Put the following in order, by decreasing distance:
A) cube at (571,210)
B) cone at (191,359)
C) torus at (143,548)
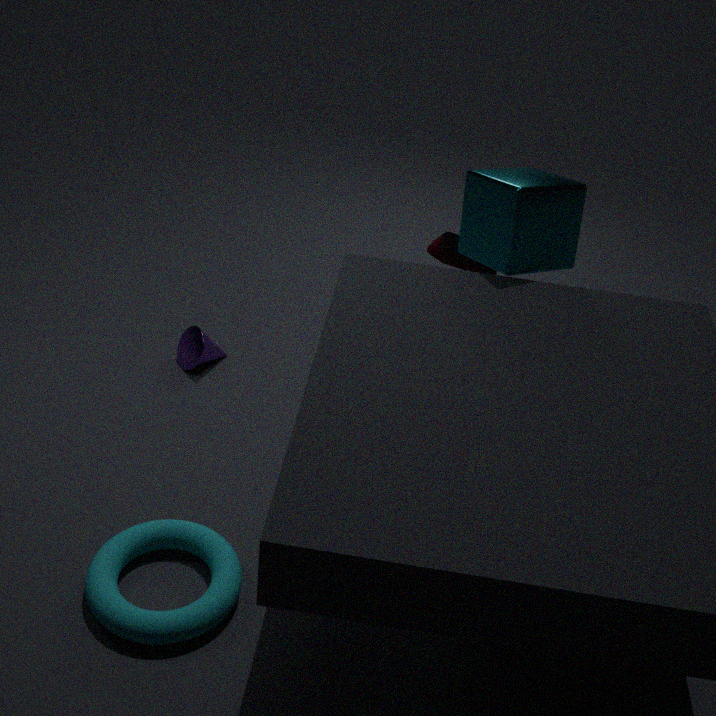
cone at (191,359) < cube at (571,210) < torus at (143,548)
